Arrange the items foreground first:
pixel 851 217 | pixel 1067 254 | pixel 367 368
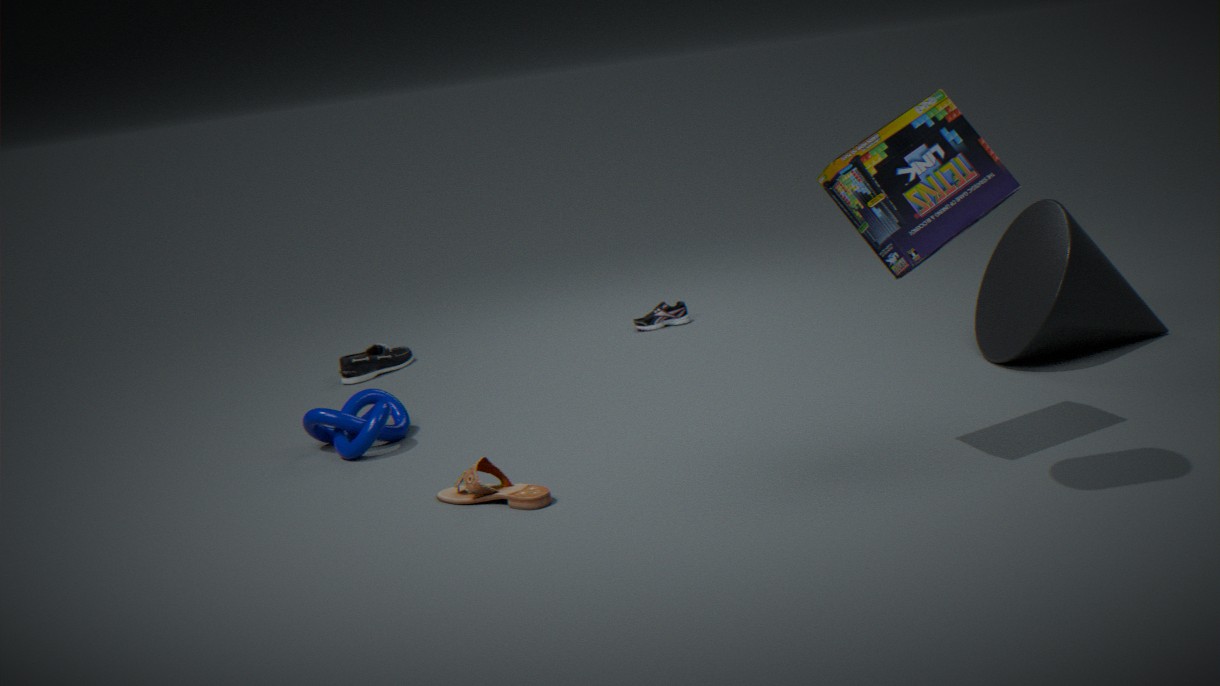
pixel 851 217 → pixel 1067 254 → pixel 367 368
